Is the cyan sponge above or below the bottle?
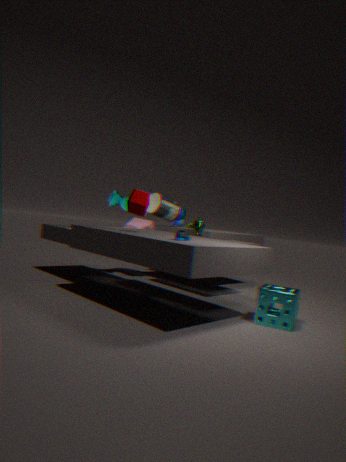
below
